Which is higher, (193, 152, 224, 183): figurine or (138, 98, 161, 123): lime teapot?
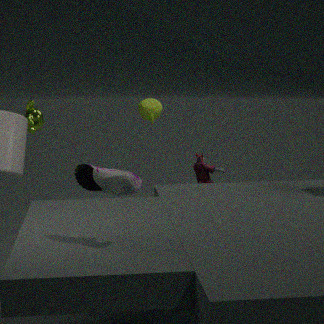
(138, 98, 161, 123): lime teapot
